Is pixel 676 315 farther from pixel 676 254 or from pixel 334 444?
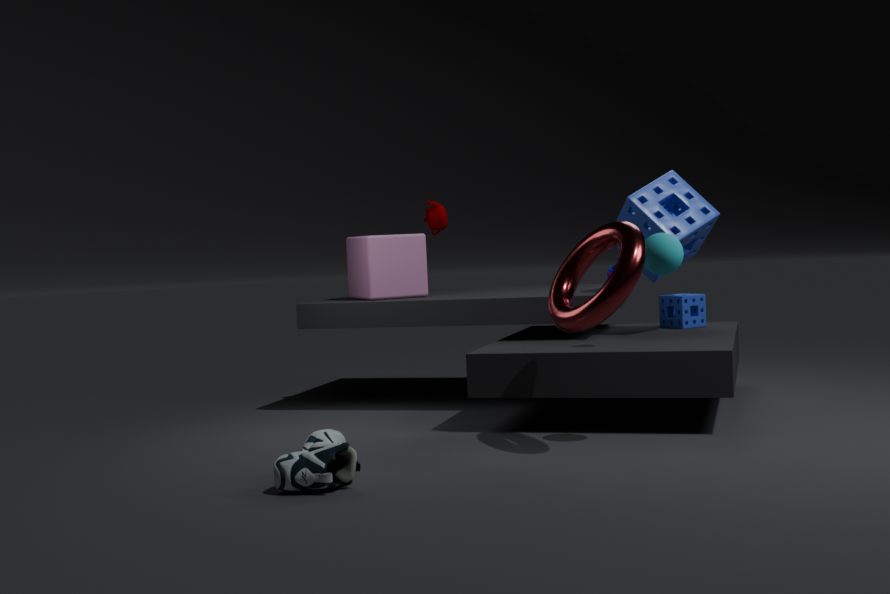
pixel 334 444
